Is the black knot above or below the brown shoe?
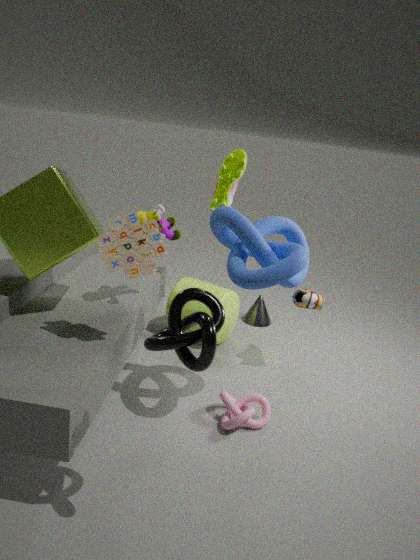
above
